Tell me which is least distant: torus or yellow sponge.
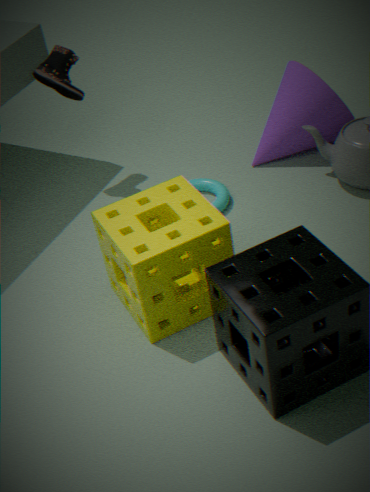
yellow sponge
